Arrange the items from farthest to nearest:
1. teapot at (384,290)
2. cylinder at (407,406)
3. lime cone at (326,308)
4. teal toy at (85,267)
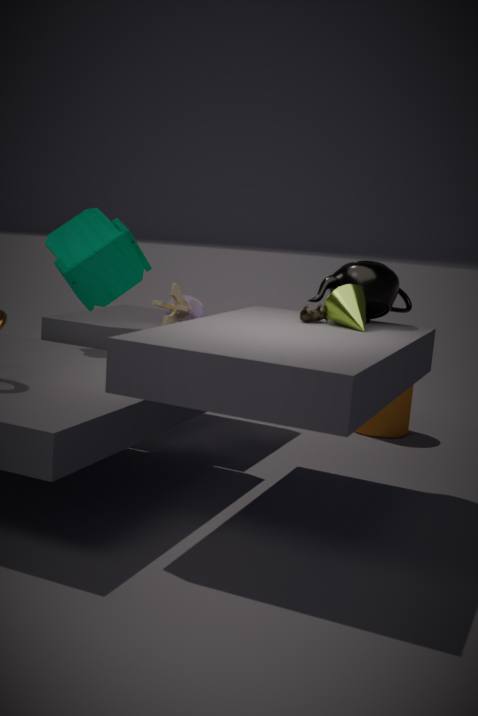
cylinder at (407,406) → teal toy at (85,267) → teapot at (384,290) → lime cone at (326,308)
